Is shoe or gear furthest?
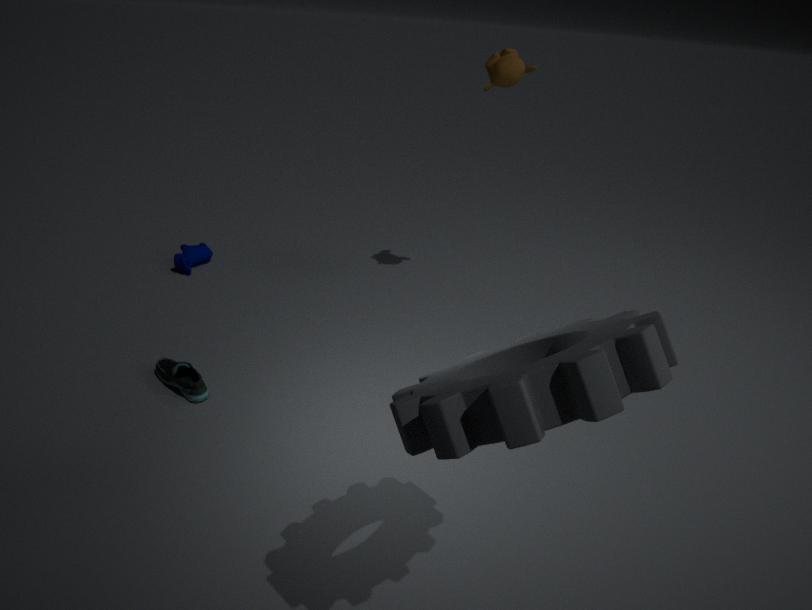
shoe
